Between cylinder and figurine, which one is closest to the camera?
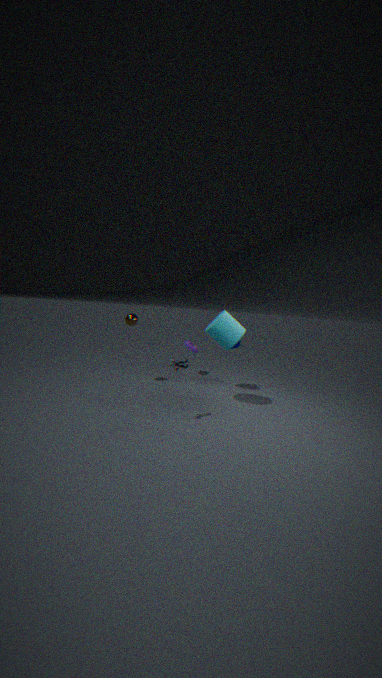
figurine
